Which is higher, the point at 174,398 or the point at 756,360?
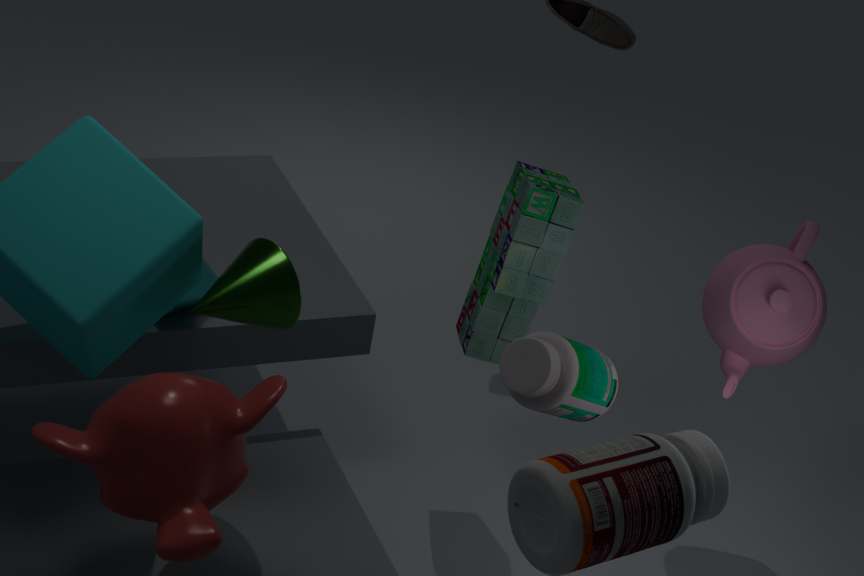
the point at 756,360
